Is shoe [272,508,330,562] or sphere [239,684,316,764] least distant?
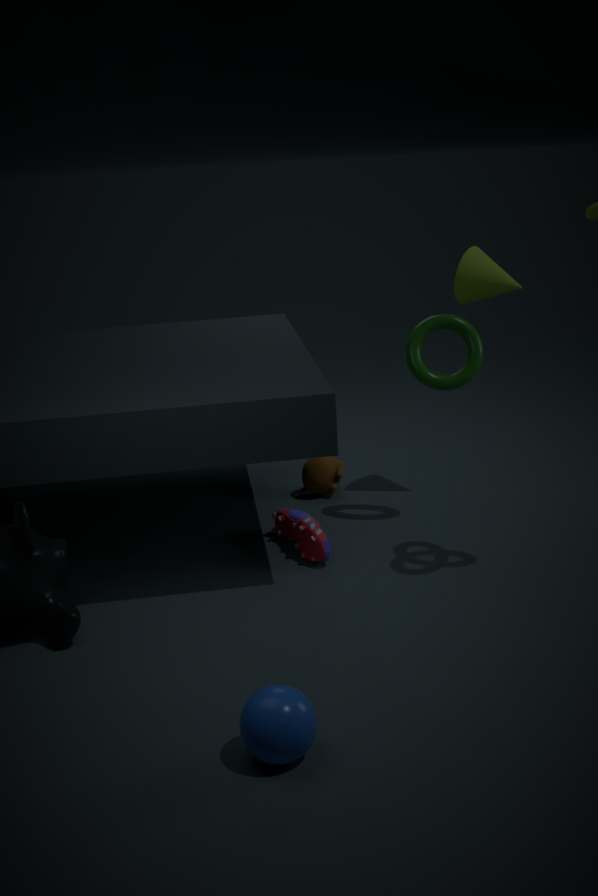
sphere [239,684,316,764]
